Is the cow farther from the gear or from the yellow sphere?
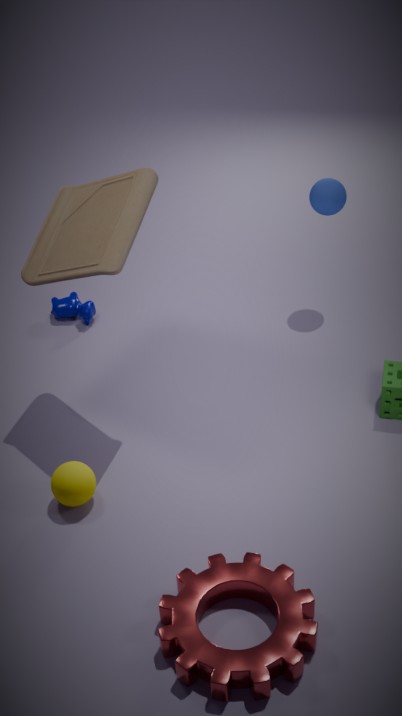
the gear
